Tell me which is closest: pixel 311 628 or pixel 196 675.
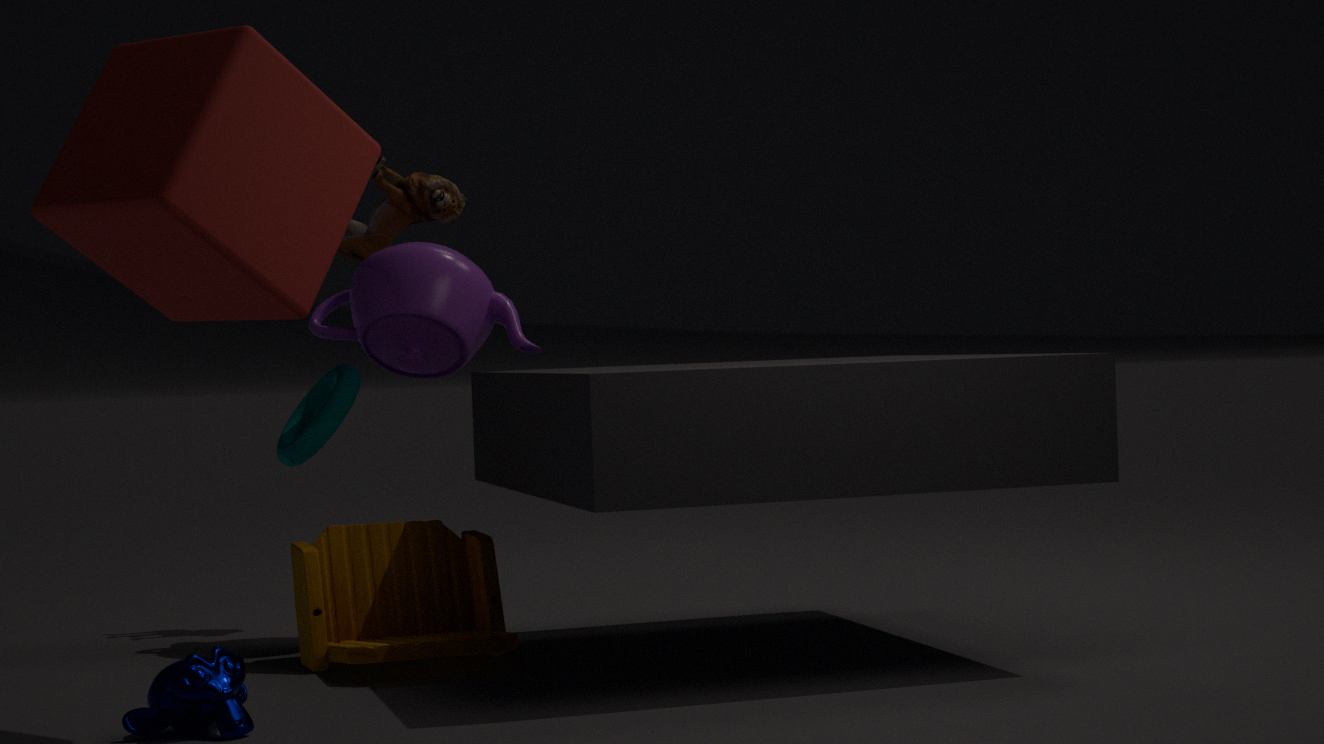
pixel 196 675
